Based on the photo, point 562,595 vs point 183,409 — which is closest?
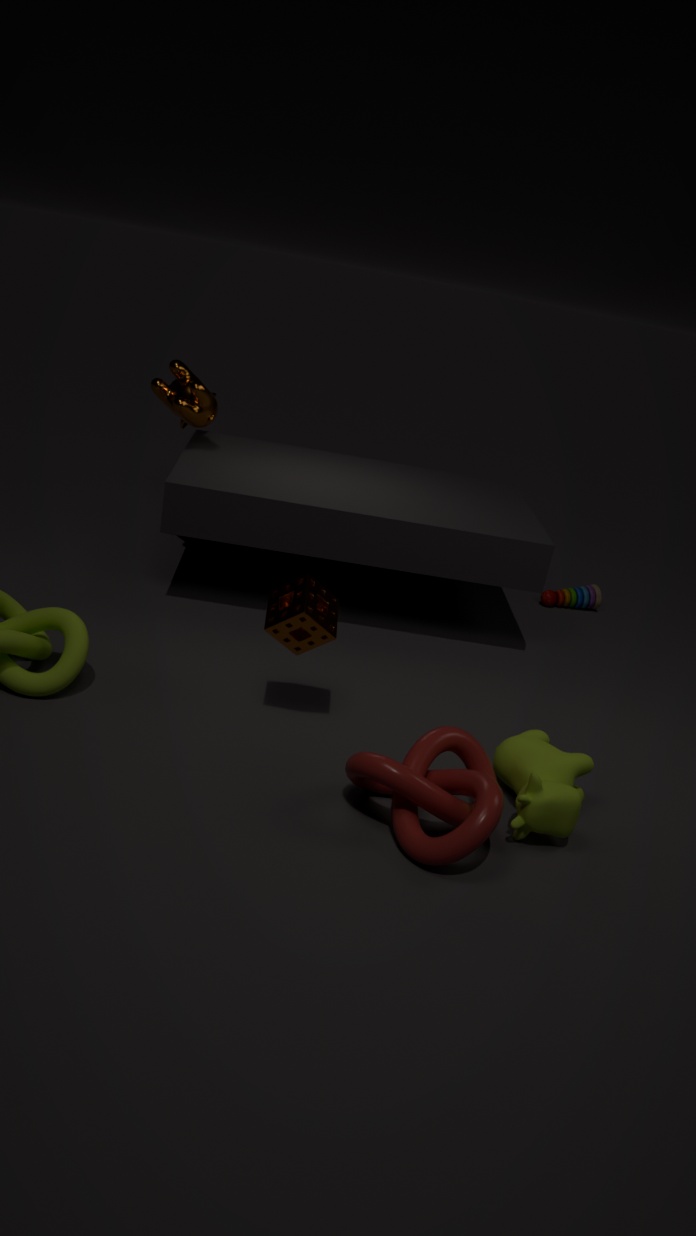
point 183,409
